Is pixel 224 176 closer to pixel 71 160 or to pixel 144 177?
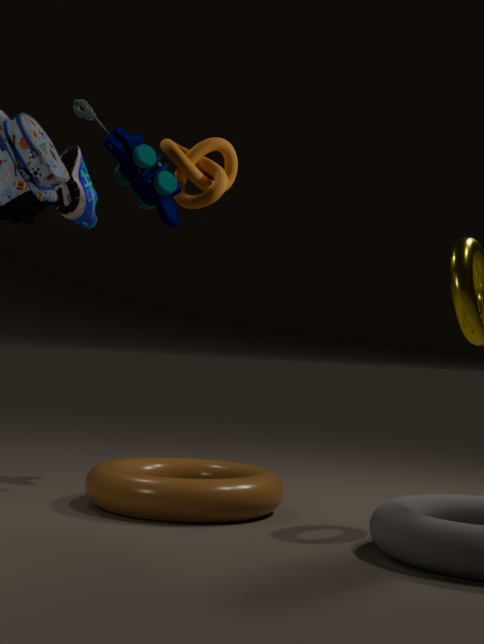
pixel 144 177
